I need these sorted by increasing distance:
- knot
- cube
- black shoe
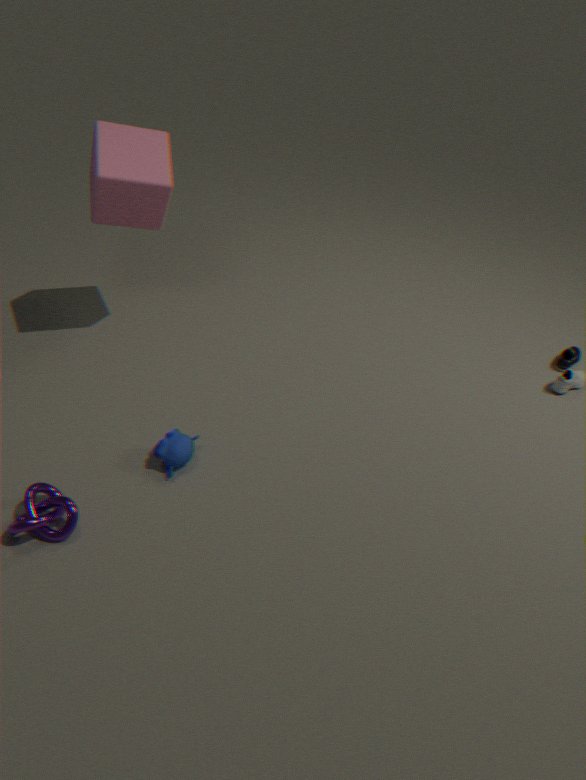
knot, cube, black shoe
